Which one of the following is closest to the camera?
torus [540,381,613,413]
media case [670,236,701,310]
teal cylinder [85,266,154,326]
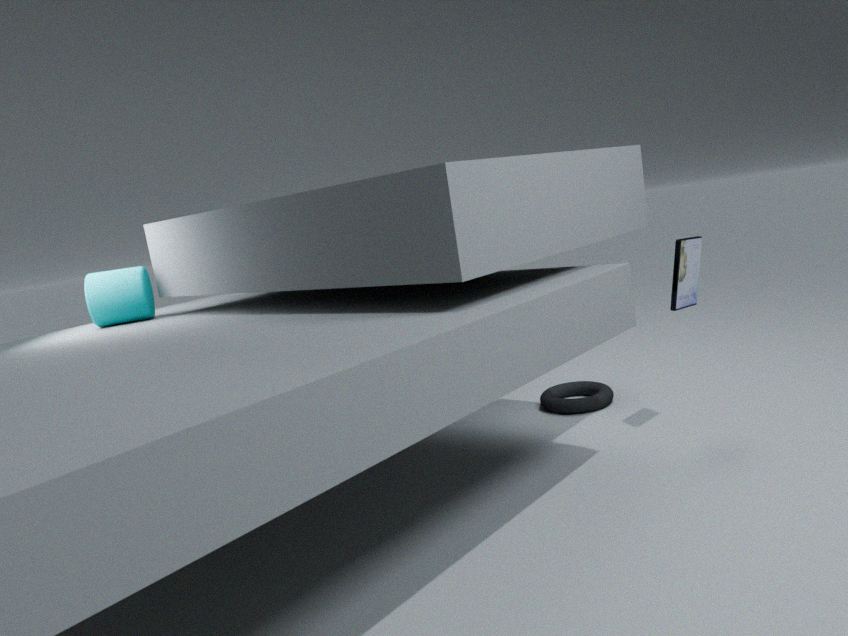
media case [670,236,701,310]
